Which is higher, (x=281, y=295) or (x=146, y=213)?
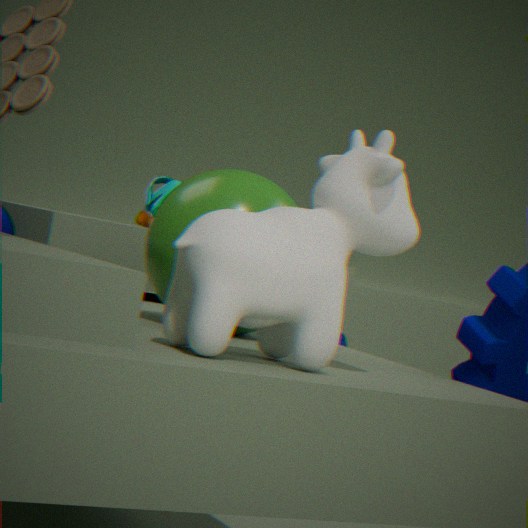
(x=146, y=213)
